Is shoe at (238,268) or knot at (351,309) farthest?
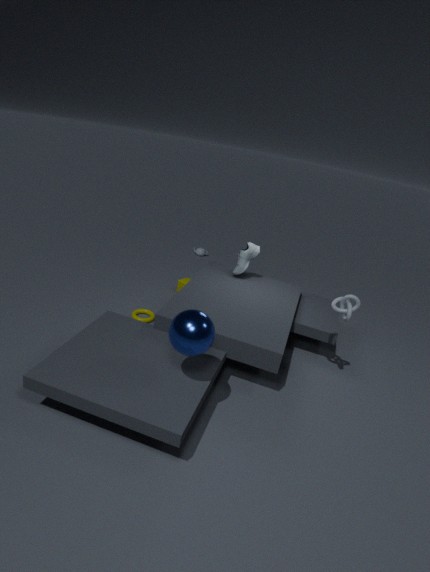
shoe at (238,268)
